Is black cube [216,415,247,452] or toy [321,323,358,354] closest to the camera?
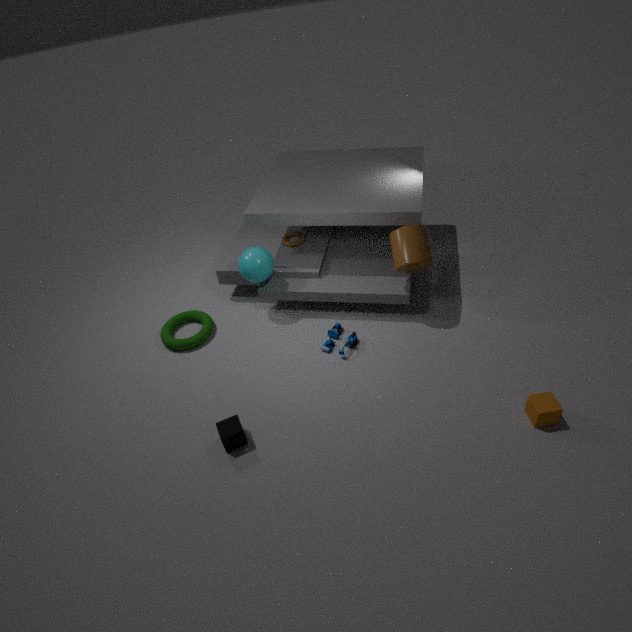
black cube [216,415,247,452]
